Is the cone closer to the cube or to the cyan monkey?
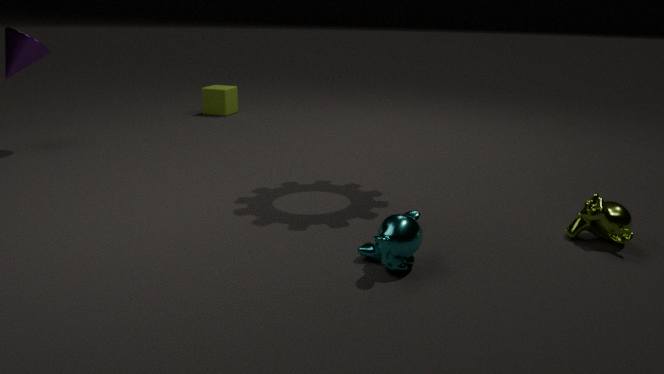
the cube
